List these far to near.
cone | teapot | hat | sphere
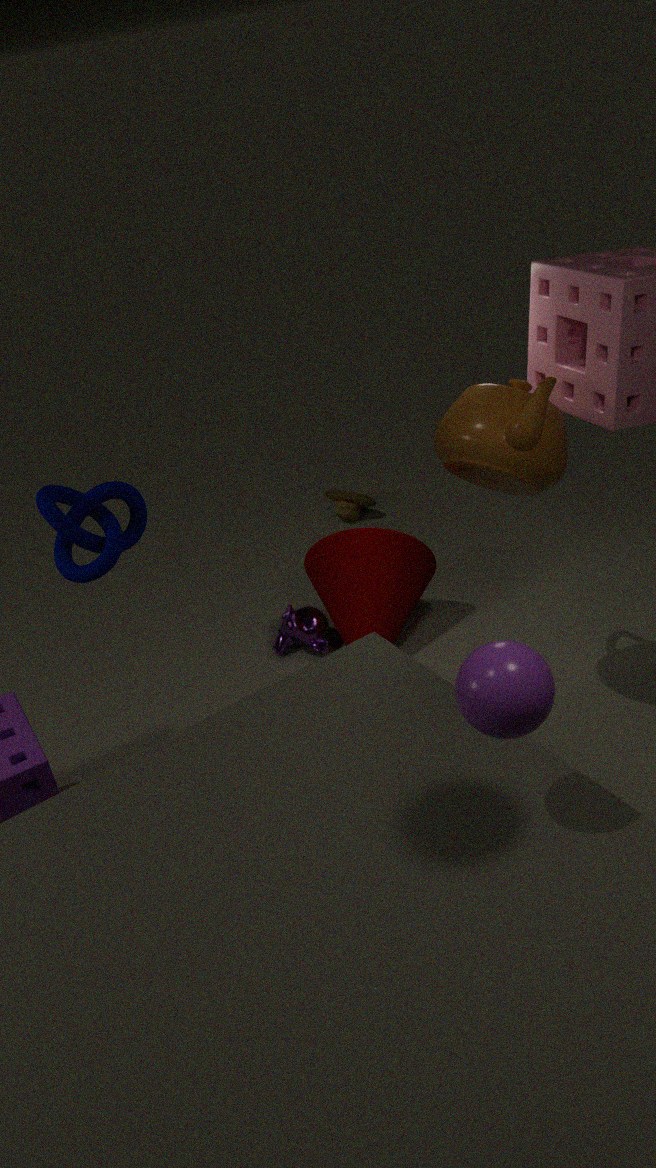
hat → cone → teapot → sphere
